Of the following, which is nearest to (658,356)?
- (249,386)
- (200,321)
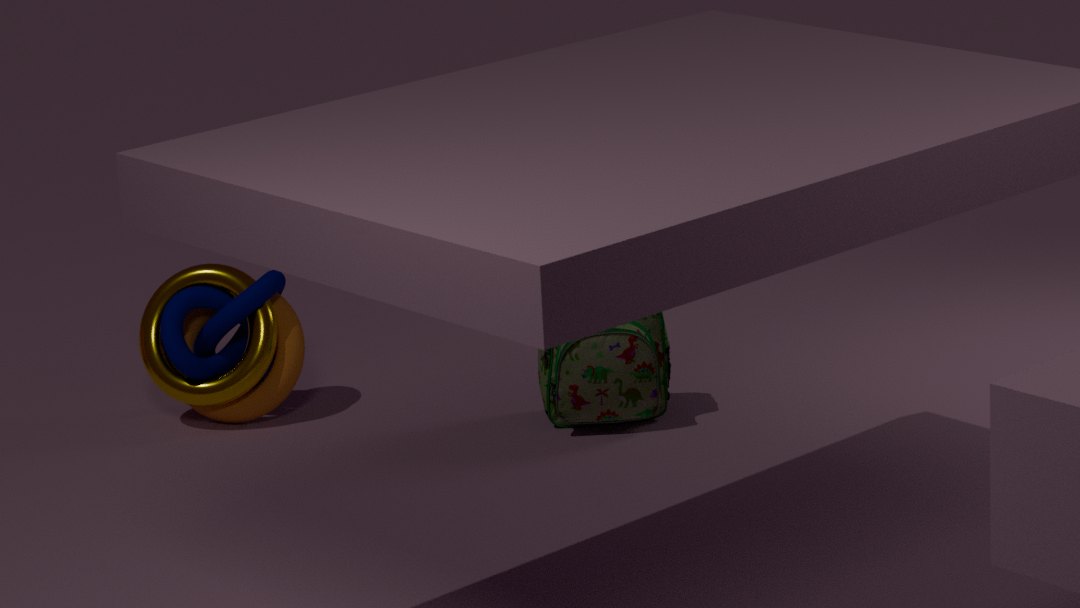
(200,321)
